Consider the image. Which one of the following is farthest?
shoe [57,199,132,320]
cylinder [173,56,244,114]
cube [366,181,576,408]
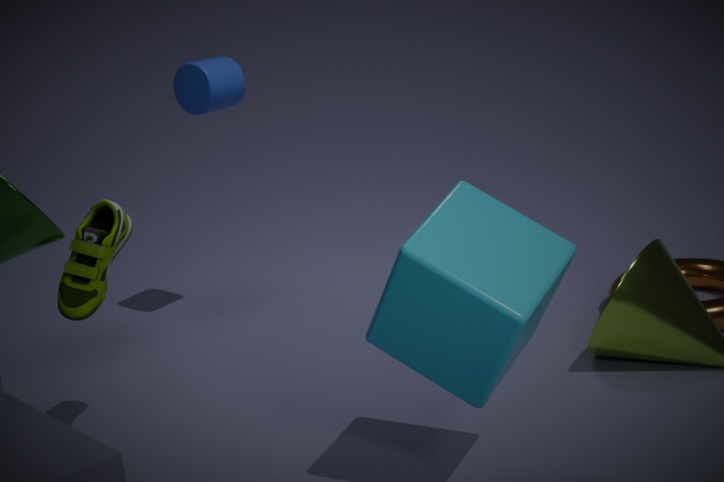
cylinder [173,56,244,114]
